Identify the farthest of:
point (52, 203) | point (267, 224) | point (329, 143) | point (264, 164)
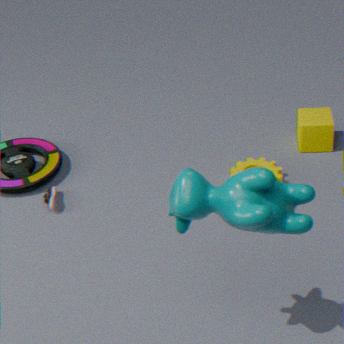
point (329, 143)
